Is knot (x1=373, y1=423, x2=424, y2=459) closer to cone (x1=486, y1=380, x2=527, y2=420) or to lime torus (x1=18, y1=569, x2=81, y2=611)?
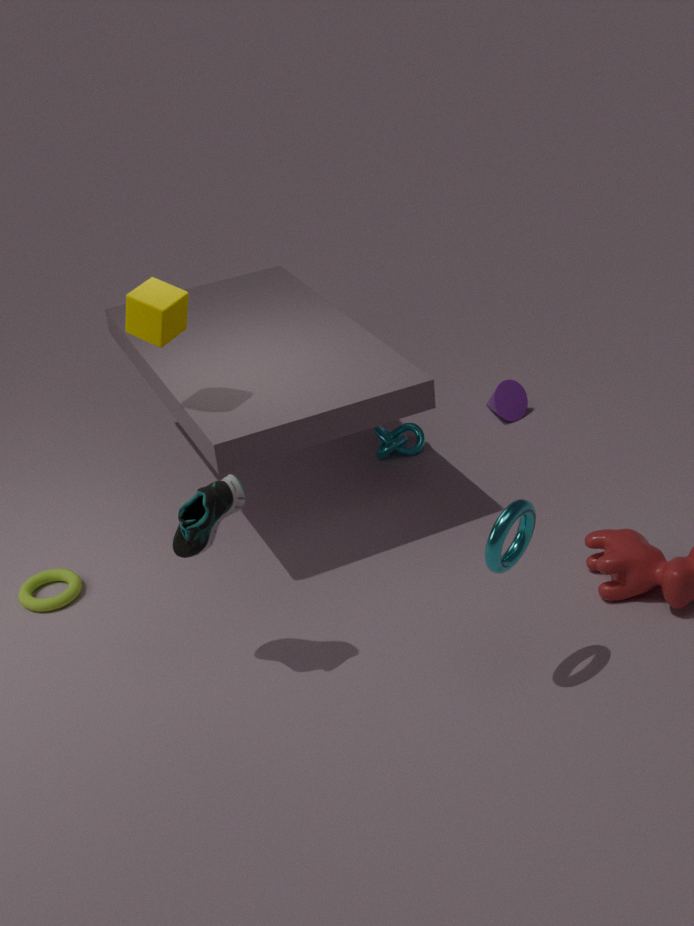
cone (x1=486, y1=380, x2=527, y2=420)
